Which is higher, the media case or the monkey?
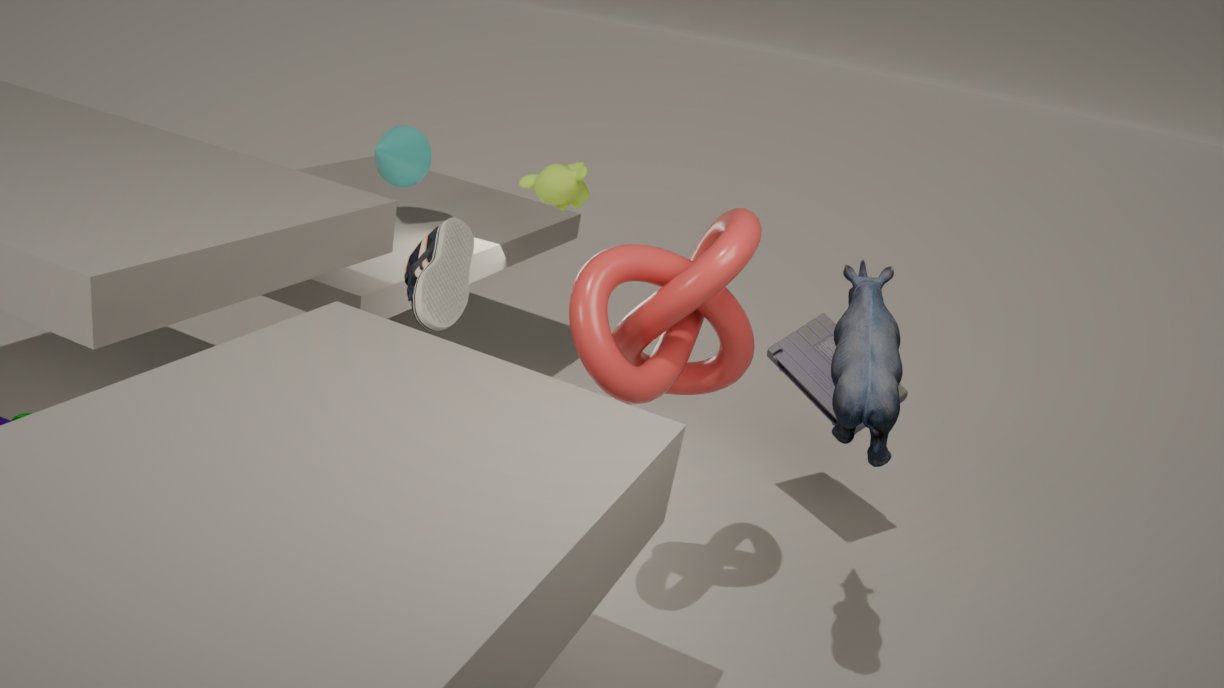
the monkey
